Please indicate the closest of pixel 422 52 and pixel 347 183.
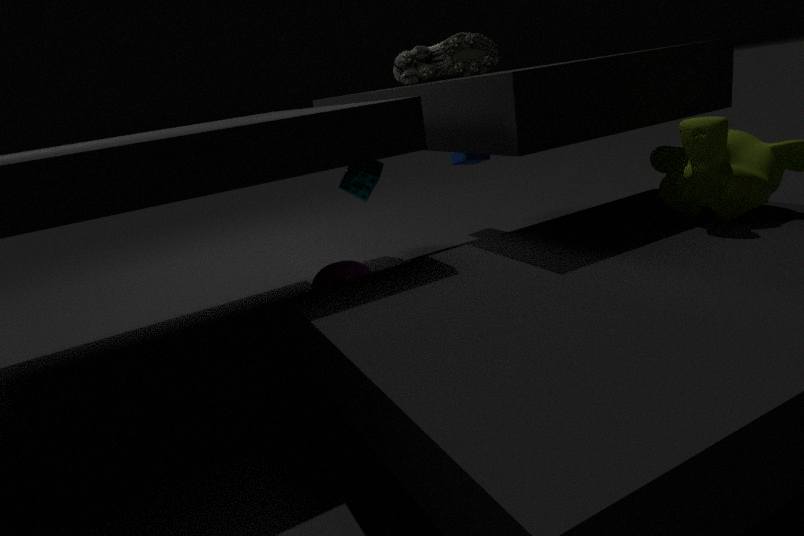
pixel 422 52
